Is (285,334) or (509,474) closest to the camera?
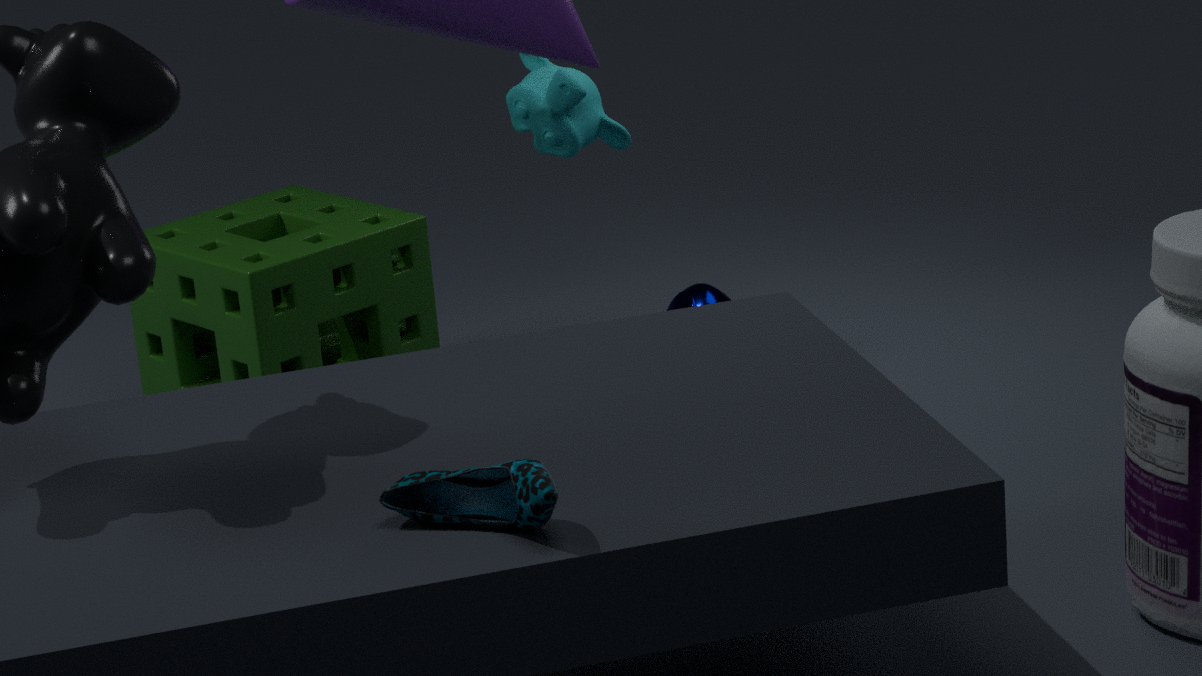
(509,474)
